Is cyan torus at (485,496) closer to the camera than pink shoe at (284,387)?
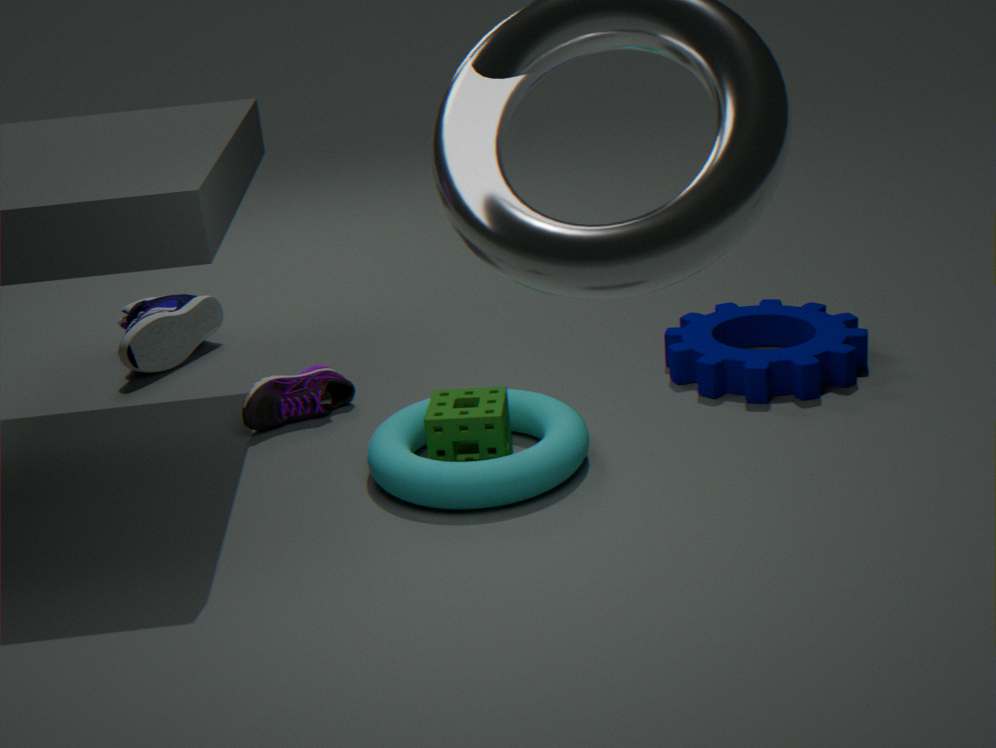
Yes
